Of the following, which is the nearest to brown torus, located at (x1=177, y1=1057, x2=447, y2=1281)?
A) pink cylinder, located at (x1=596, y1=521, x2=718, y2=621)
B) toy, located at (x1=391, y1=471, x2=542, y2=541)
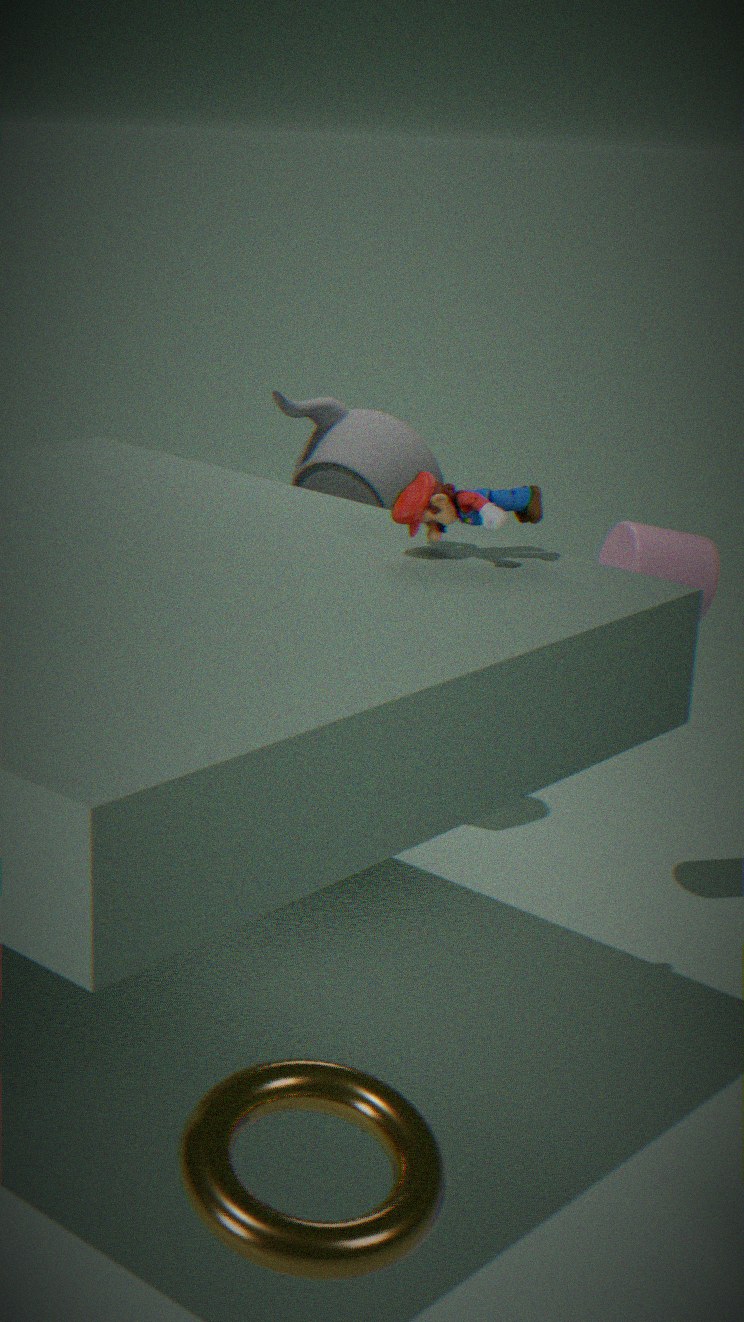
toy, located at (x1=391, y1=471, x2=542, y2=541)
